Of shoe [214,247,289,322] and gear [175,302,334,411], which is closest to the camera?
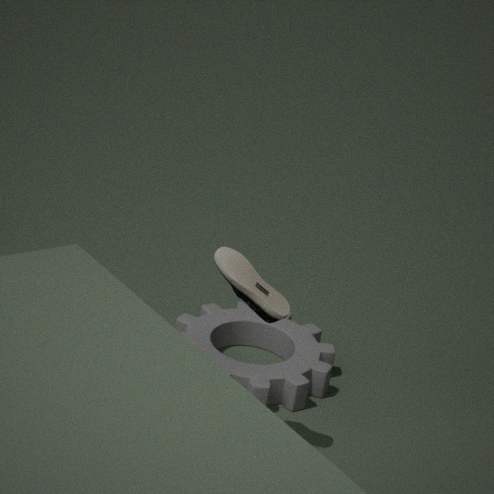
shoe [214,247,289,322]
